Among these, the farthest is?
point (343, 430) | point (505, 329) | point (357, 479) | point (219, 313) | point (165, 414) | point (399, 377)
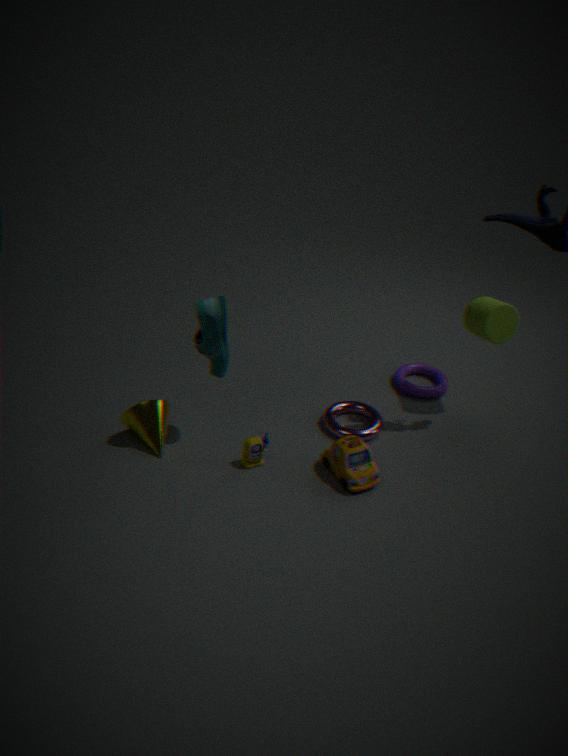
point (399, 377)
